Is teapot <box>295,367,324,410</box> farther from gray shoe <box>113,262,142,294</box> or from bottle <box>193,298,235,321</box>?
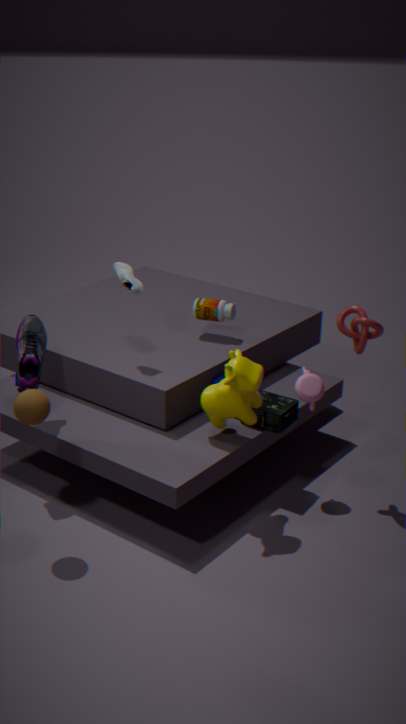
gray shoe <box>113,262,142,294</box>
